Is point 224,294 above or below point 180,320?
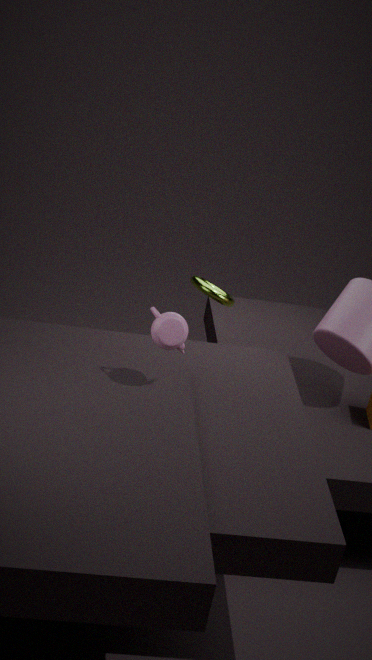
below
